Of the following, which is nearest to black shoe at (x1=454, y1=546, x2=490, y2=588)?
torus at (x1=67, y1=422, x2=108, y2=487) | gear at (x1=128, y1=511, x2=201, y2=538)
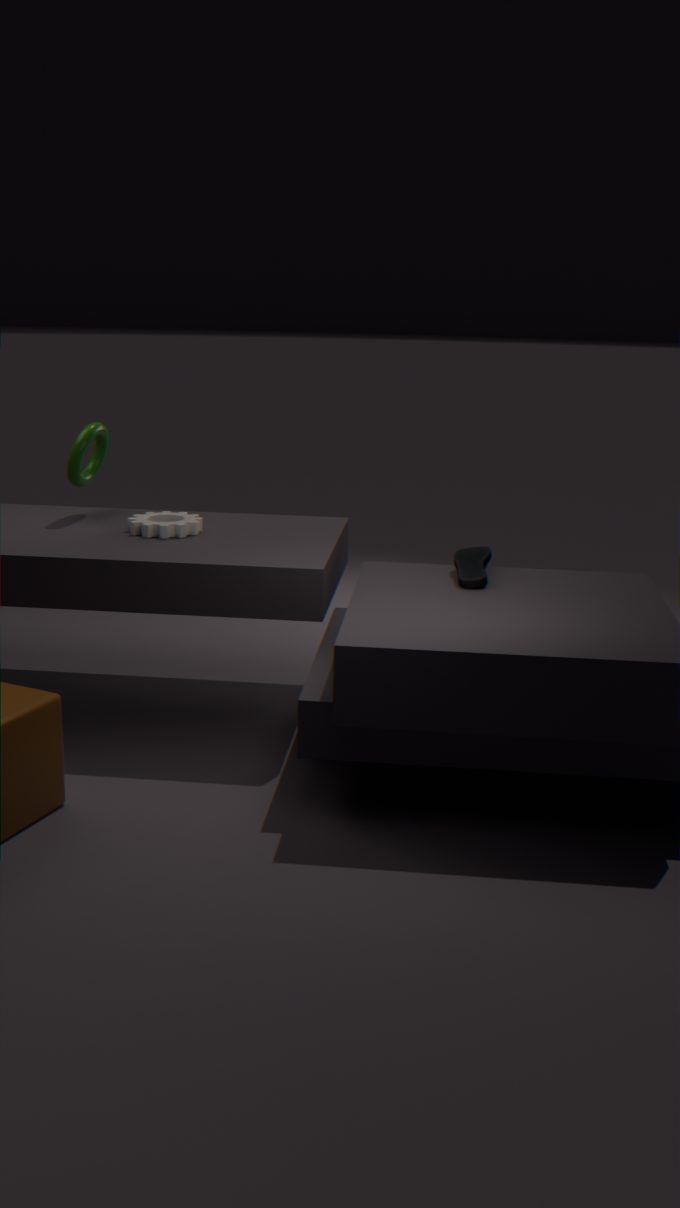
gear at (x1=128, y1=511, x2=201, y2=538)
